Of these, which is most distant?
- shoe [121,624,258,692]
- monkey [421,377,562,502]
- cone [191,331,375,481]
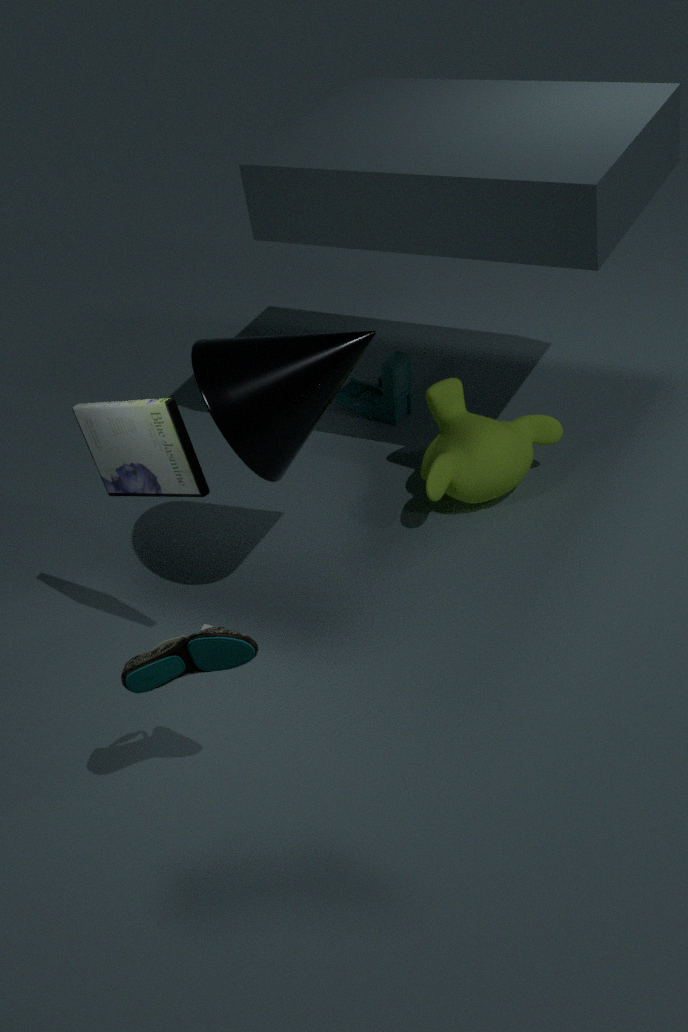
monkey [421,377,562,502]
